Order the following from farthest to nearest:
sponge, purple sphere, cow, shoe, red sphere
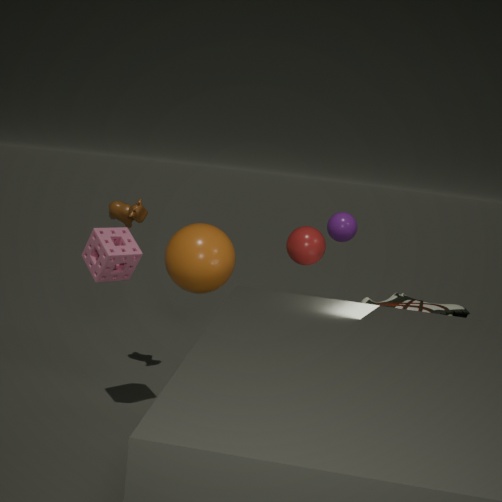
purple sphere → cow → shoe → sponge → red sphere
